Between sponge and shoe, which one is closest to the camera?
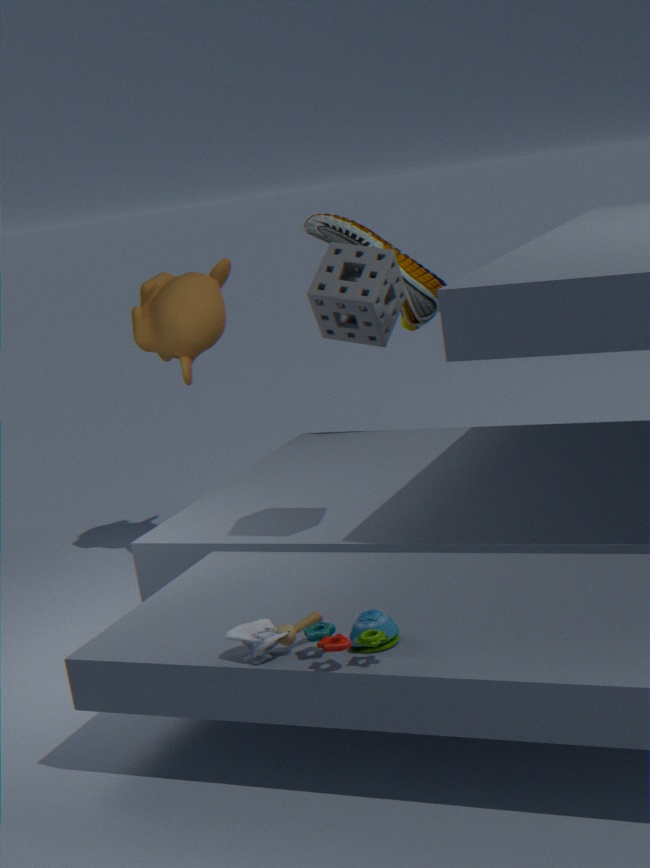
sponge
